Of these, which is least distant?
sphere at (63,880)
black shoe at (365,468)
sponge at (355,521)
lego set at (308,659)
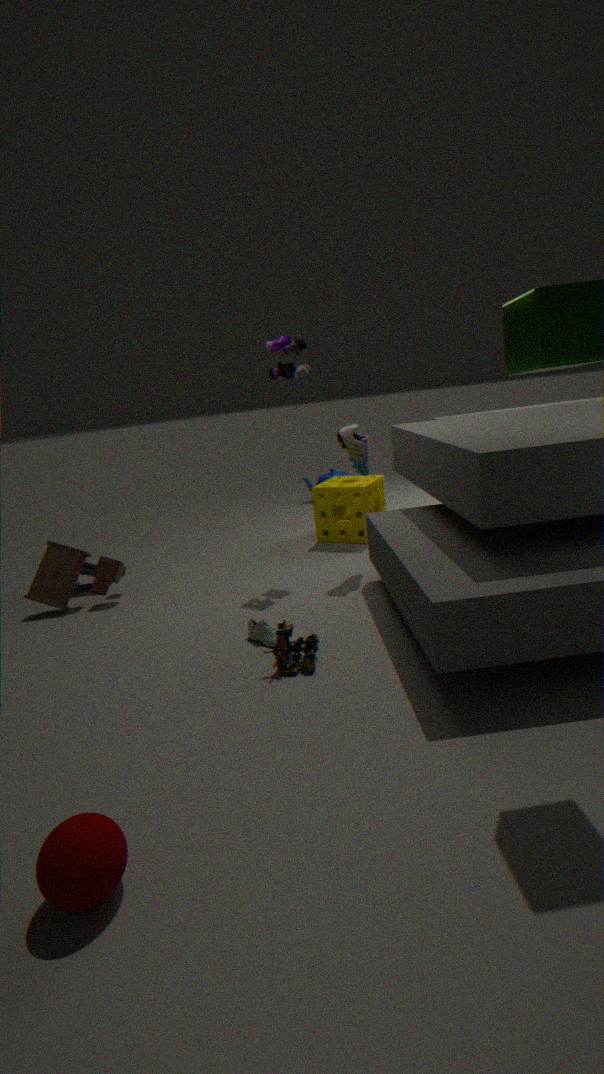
sphere at (63,880)
